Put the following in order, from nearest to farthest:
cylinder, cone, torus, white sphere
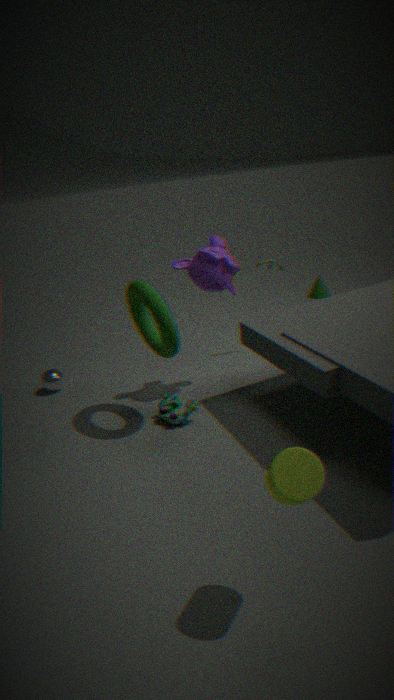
1. cylinder
2. torus
3. white sphere
4. cone
